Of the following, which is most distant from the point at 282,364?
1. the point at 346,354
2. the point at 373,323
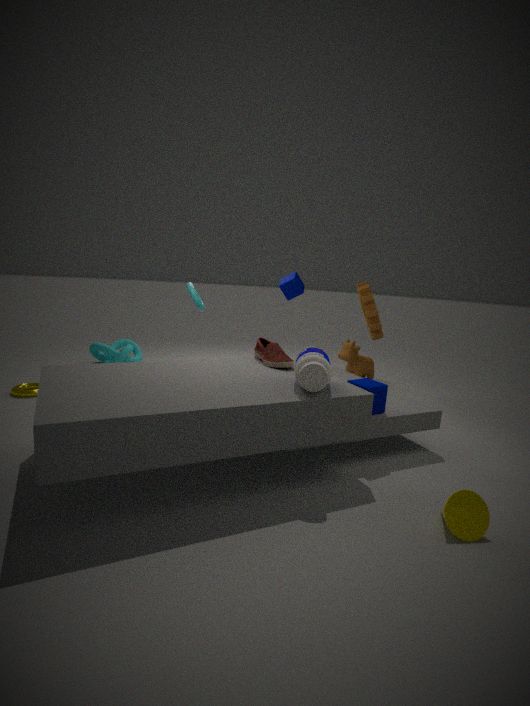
the point at 346,354
